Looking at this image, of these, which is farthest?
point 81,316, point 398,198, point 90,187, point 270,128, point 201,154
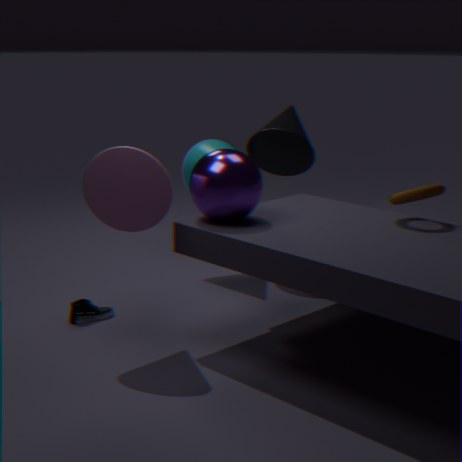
point 201,154
